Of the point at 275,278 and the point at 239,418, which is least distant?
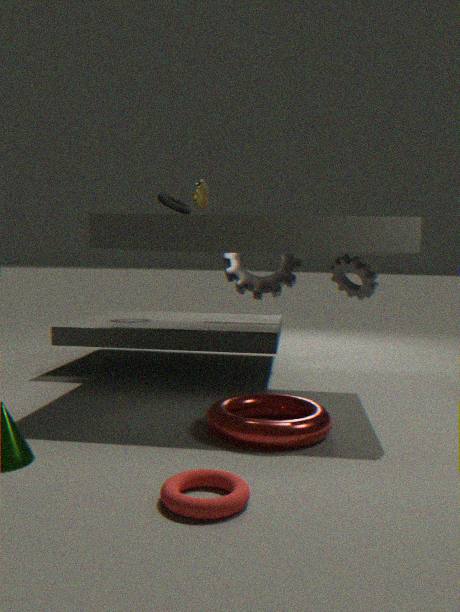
the point at 239,418
